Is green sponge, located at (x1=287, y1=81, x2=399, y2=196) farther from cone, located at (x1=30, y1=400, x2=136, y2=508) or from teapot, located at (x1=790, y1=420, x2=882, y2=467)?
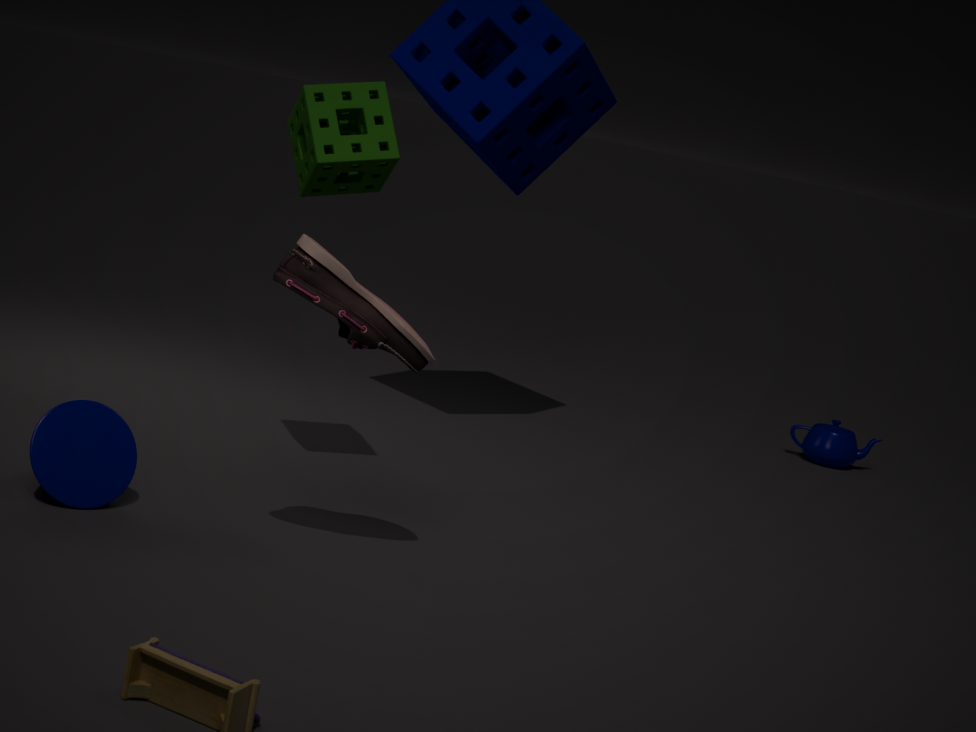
teapot, located at (x1=790, y1=420, x2=882, y2=467)
